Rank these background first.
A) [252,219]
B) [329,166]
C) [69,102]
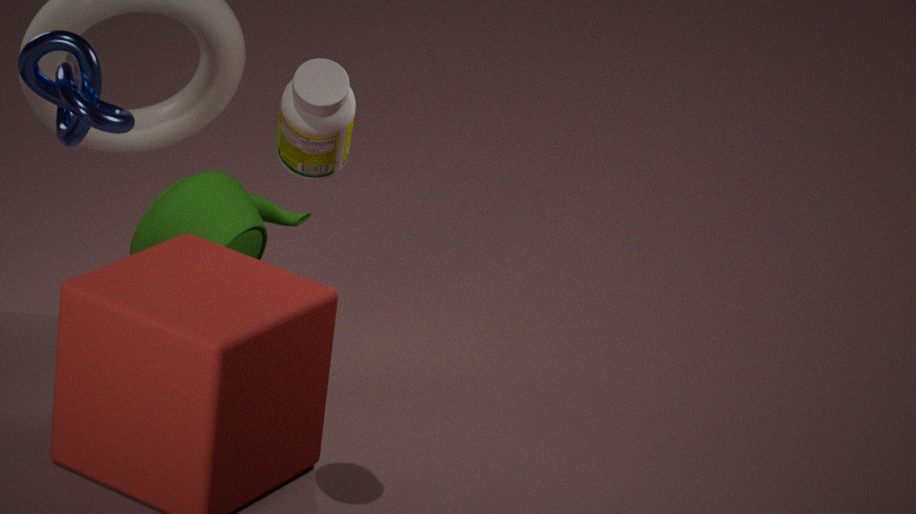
1. [252,219]
2. [69,102]
3. [329,166]
